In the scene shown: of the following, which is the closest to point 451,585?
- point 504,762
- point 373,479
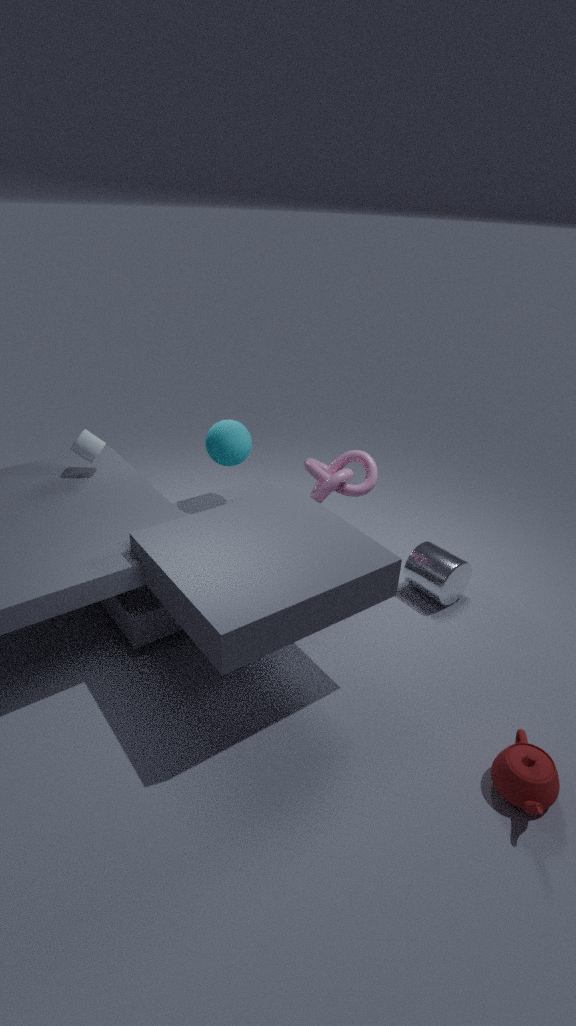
point 373,479
